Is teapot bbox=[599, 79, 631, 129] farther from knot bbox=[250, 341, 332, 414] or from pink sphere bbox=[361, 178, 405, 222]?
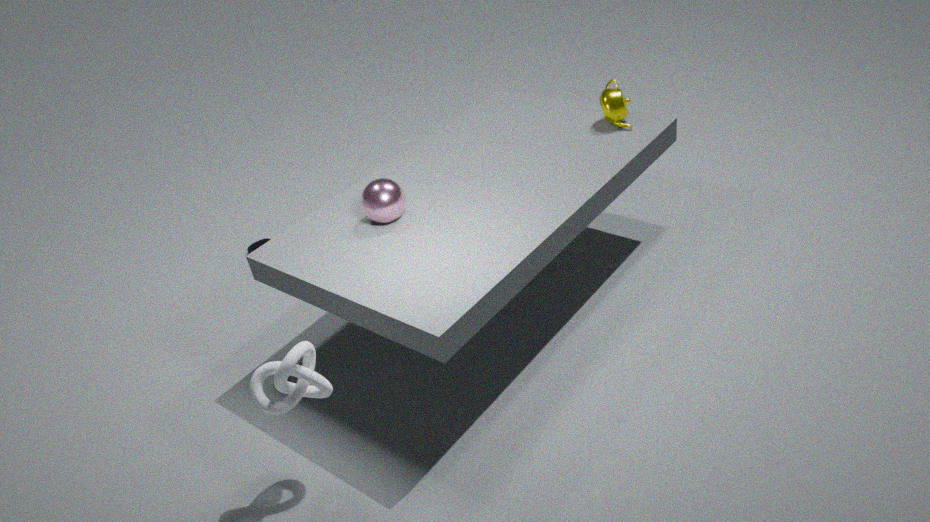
knot bbox=[250, 341, 332, 414]
